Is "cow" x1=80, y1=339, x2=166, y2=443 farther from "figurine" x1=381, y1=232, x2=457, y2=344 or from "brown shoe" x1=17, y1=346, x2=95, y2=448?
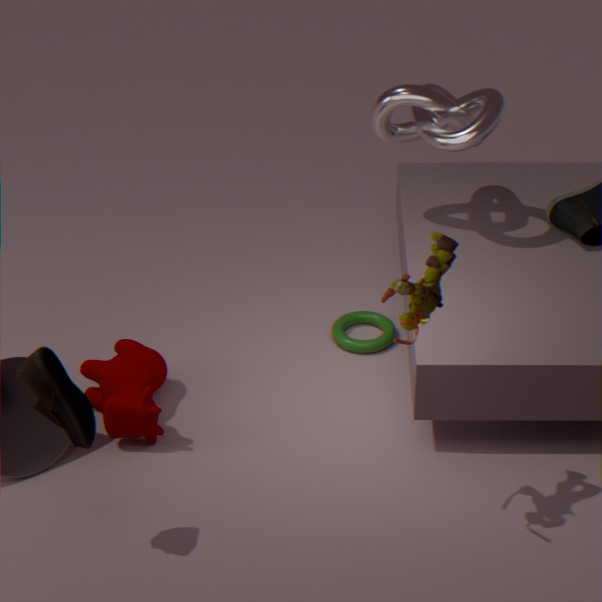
"figurine" x1=381, y1=232, x2=457, y2=344
